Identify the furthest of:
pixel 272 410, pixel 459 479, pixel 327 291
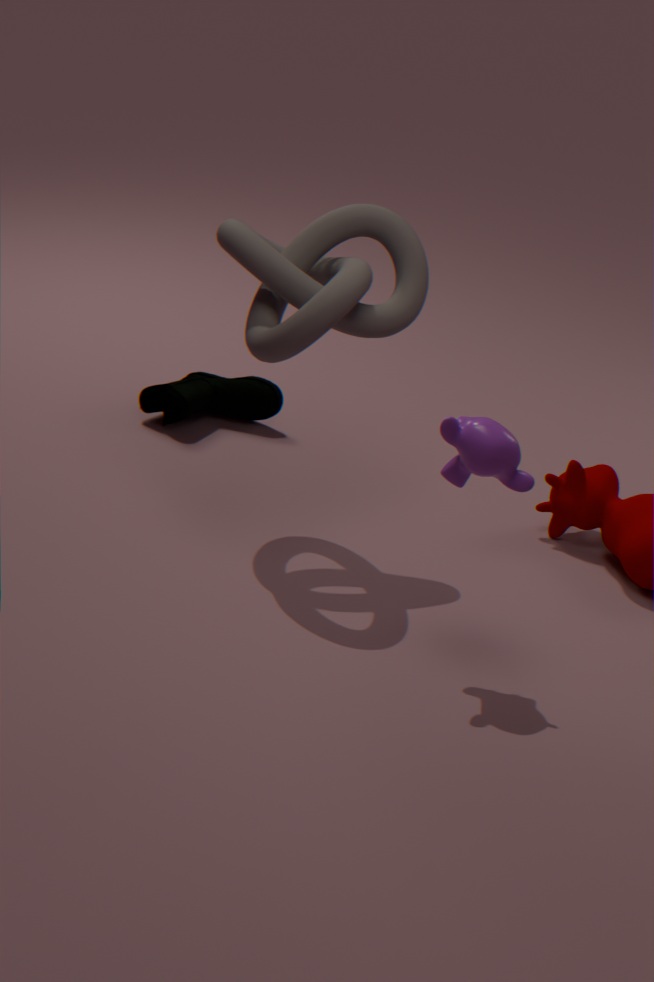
pixel 272 410
